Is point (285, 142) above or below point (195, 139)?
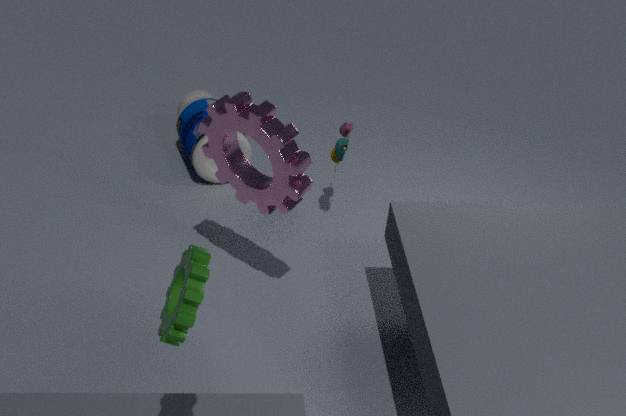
above
